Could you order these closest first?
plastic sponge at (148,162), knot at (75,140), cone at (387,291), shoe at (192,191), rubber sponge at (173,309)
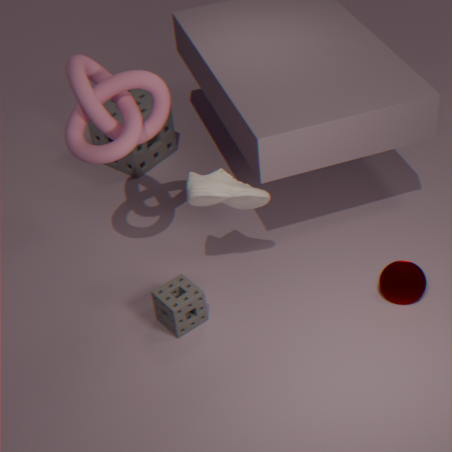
knot at (75,140), shoe at (192,191), rubber sponge at (173,309), cone at (387,291), plastic sponge at (148,162)
